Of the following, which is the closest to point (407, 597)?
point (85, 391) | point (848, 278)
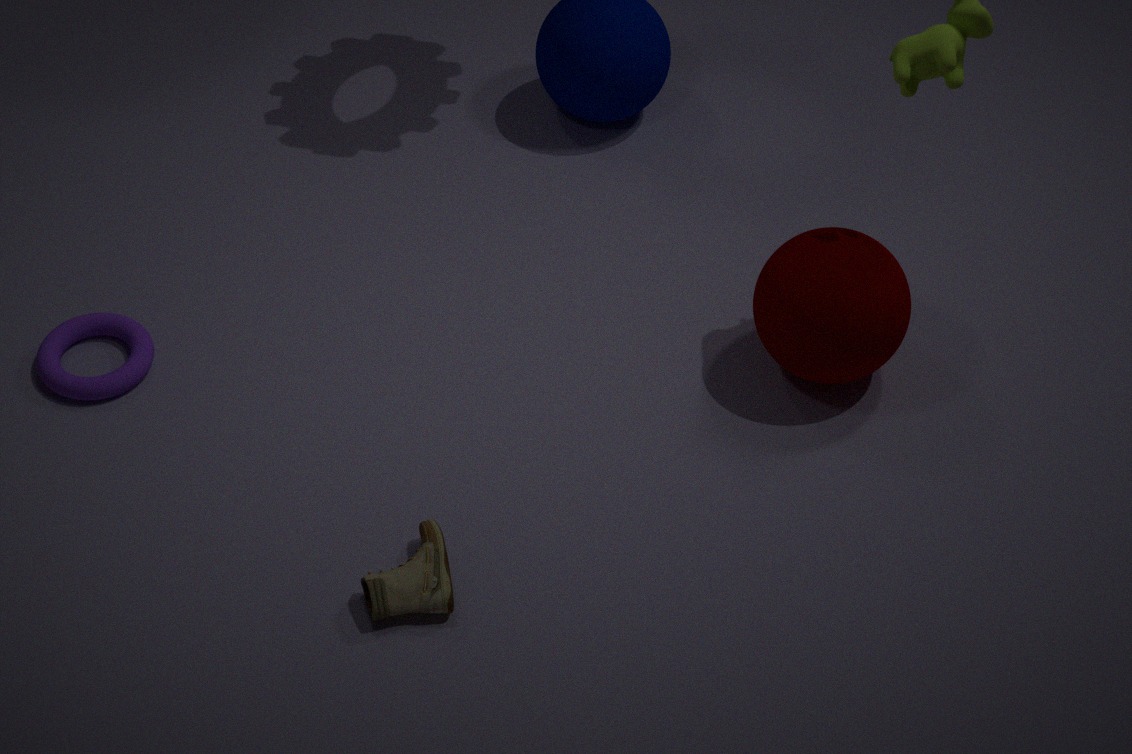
point (85, 391)
